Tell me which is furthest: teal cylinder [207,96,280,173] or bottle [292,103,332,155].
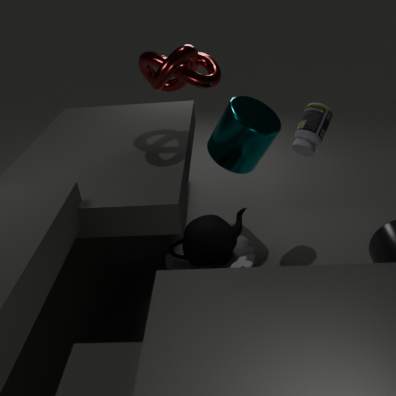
teal cylinder [207,96,280,173]
